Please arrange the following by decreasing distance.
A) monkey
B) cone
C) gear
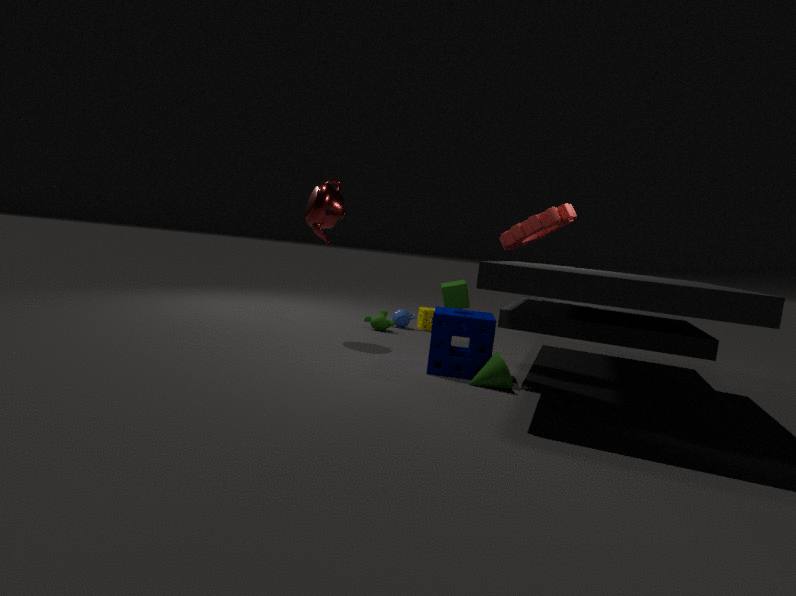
1. monkey
2. gear
3. cone
